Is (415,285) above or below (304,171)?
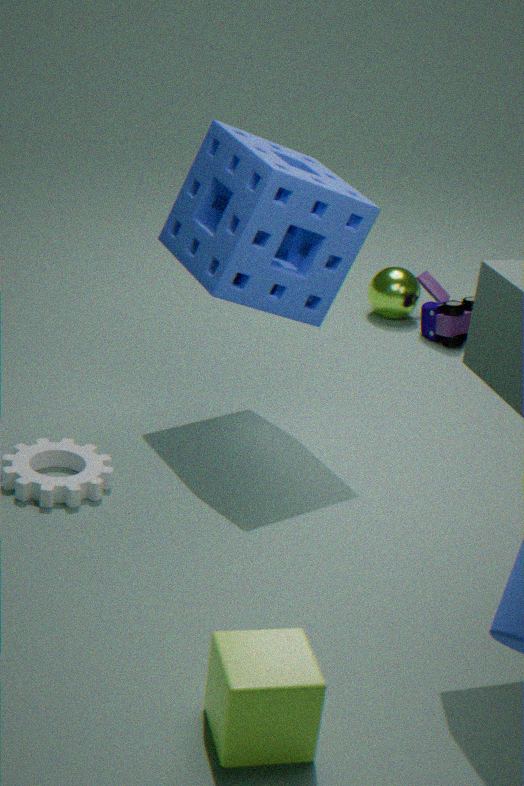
below
